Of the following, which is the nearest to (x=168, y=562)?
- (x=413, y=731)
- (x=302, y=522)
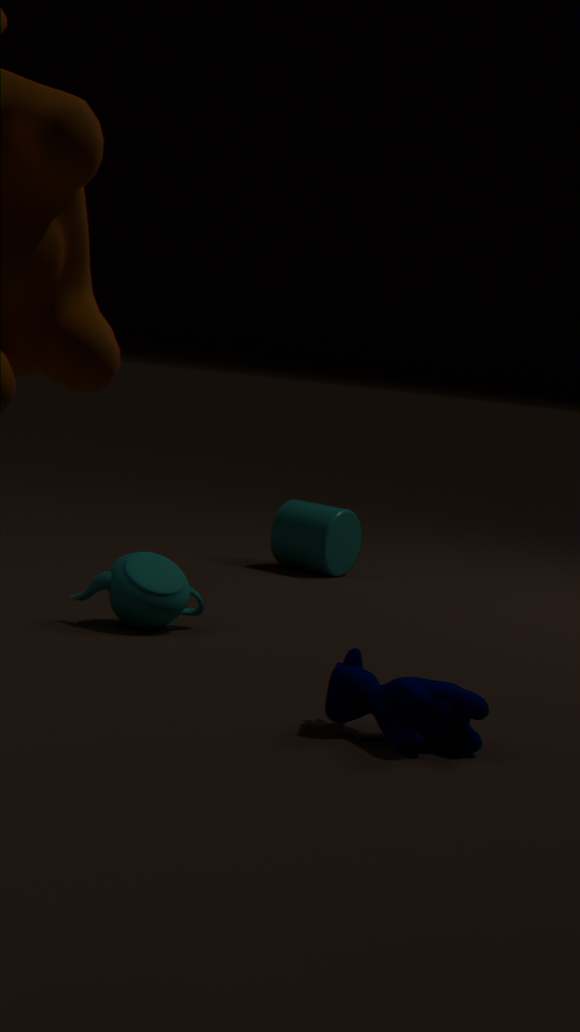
(x=413, y=731)
